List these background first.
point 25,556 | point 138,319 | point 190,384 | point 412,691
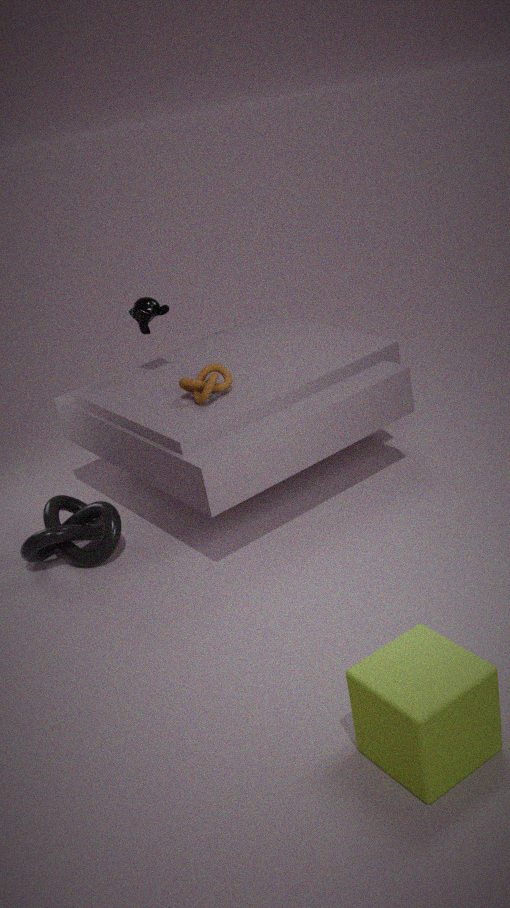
point 138,319 → point 25,556 → point 190,384 → point 412,691
